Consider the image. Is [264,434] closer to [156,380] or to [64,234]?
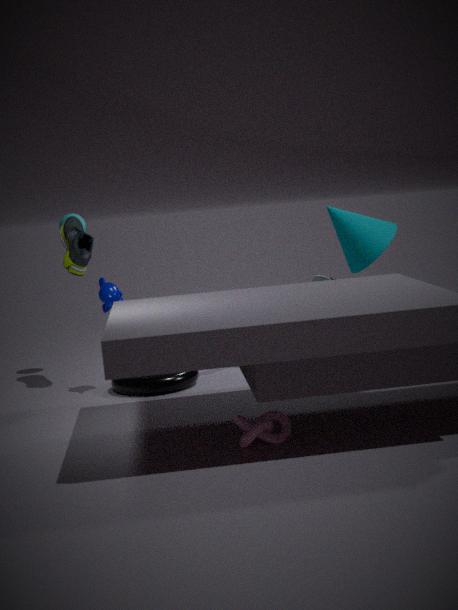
[156,380]
